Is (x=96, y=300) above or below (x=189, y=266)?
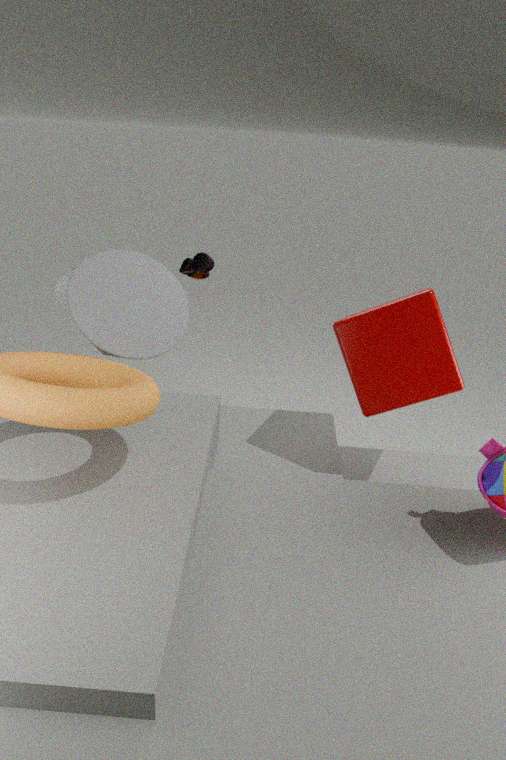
above
